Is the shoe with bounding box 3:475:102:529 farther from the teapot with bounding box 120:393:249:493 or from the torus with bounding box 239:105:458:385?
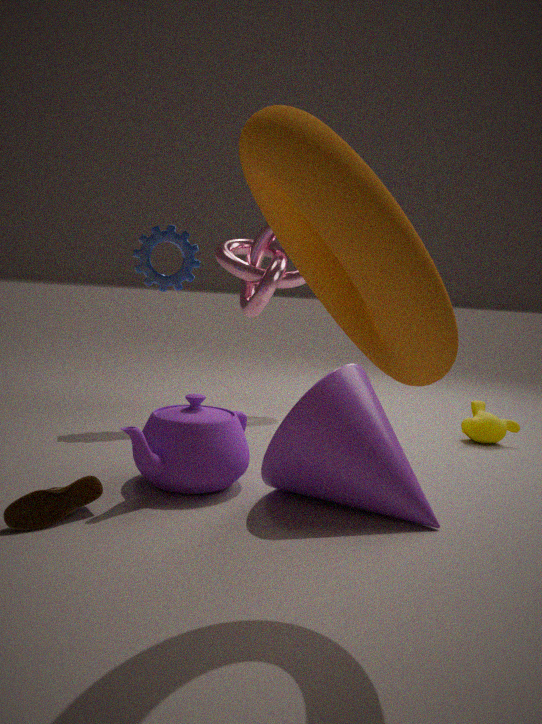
the torus with bounding box 239:105:458:385
